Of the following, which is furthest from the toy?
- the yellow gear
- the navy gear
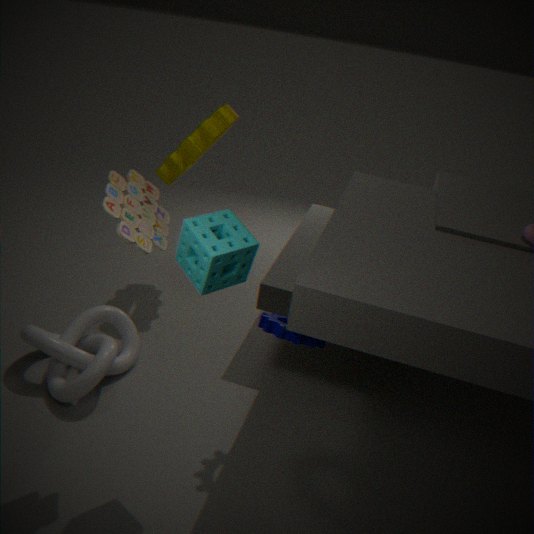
the yellow gear
